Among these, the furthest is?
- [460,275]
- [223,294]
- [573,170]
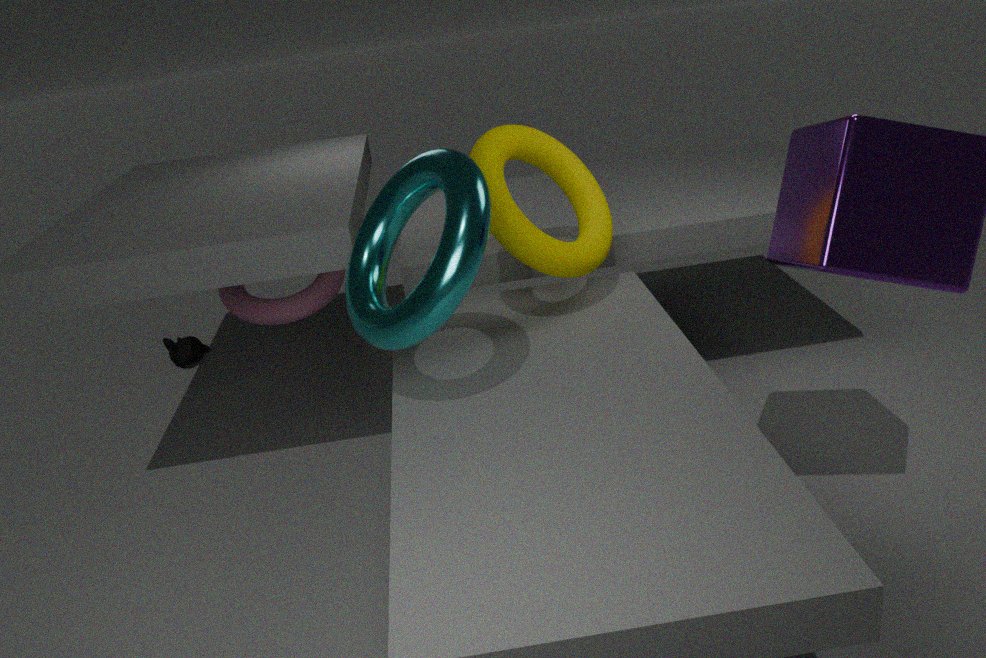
[223,294]
